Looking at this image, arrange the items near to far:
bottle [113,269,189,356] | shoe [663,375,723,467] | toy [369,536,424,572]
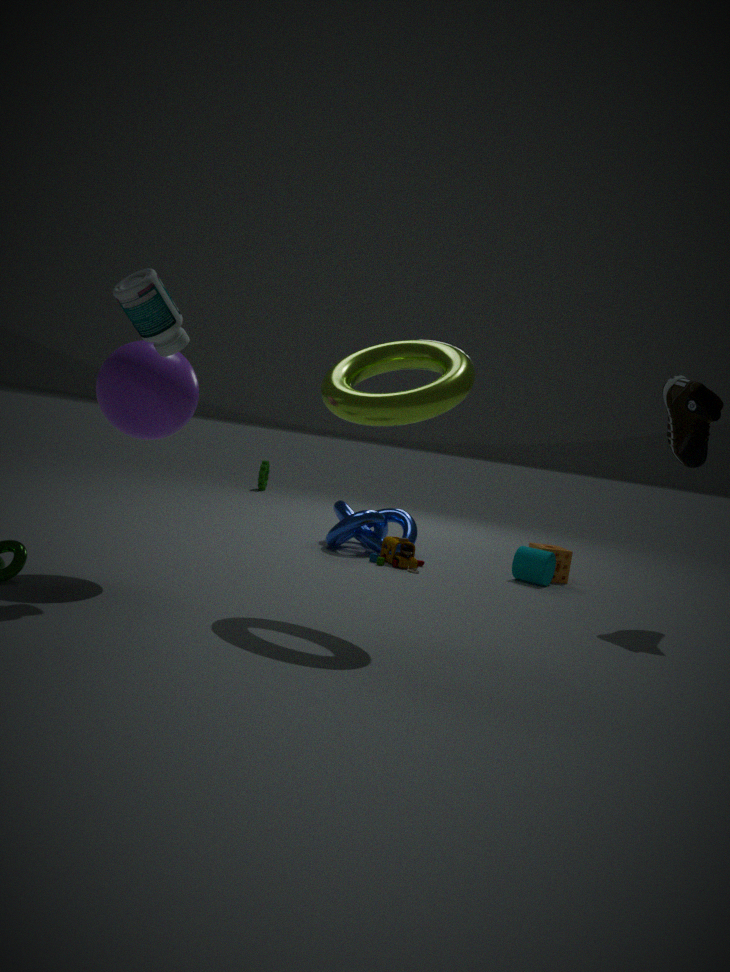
bottle [113,269,189,356] → shoe [663,375,723,467] → toy [369,536,424,572]
